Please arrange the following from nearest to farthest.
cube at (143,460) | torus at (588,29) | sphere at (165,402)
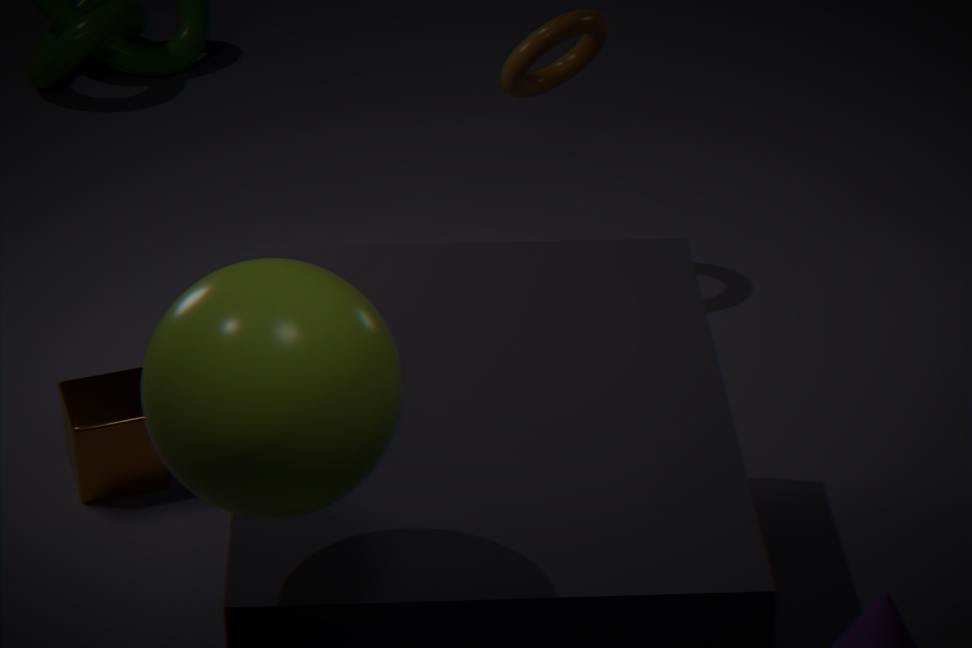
sphere at (165,402), cube at (143,460), torus at (588,29)
